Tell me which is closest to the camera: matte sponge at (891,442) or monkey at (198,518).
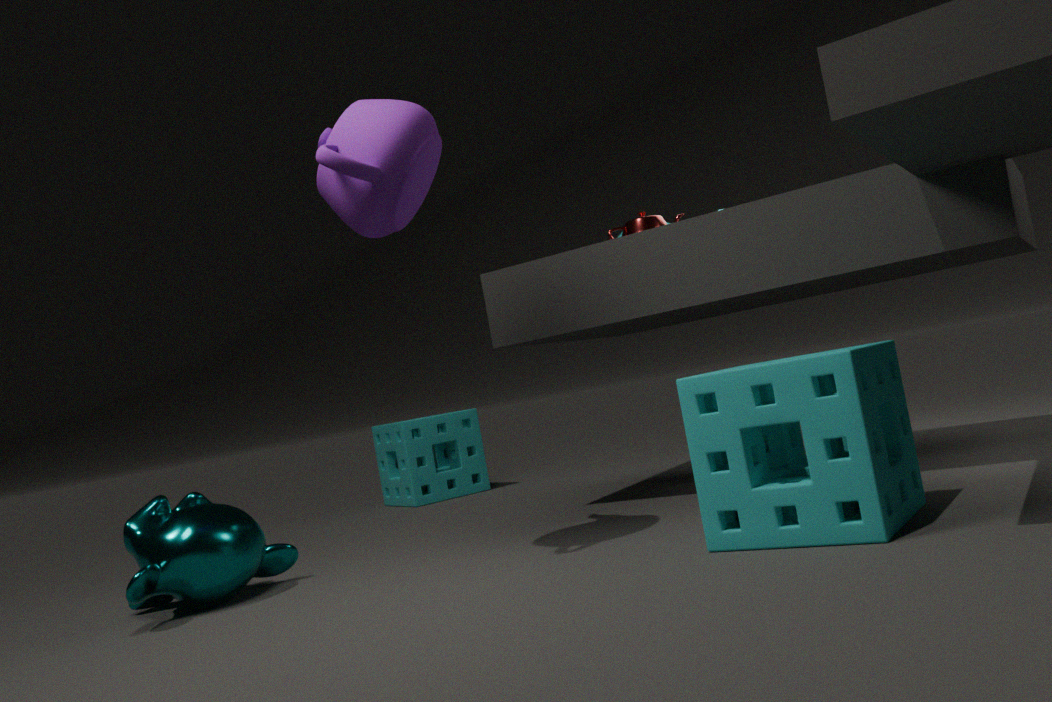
matte sponge at (891,442)
